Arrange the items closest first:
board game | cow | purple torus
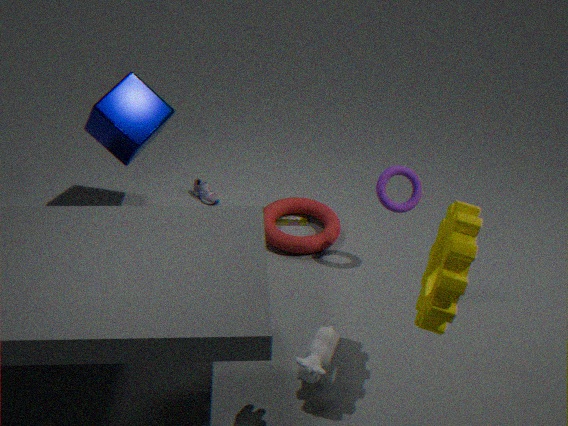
cow < purple torus < board game
